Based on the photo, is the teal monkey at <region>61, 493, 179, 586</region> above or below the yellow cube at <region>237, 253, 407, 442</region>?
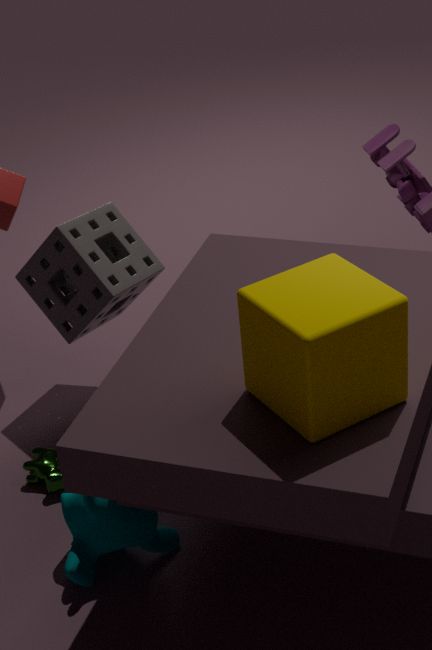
below
